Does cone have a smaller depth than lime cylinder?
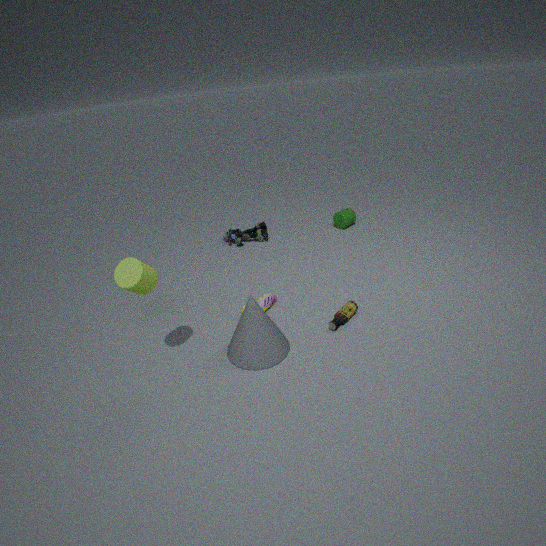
No
